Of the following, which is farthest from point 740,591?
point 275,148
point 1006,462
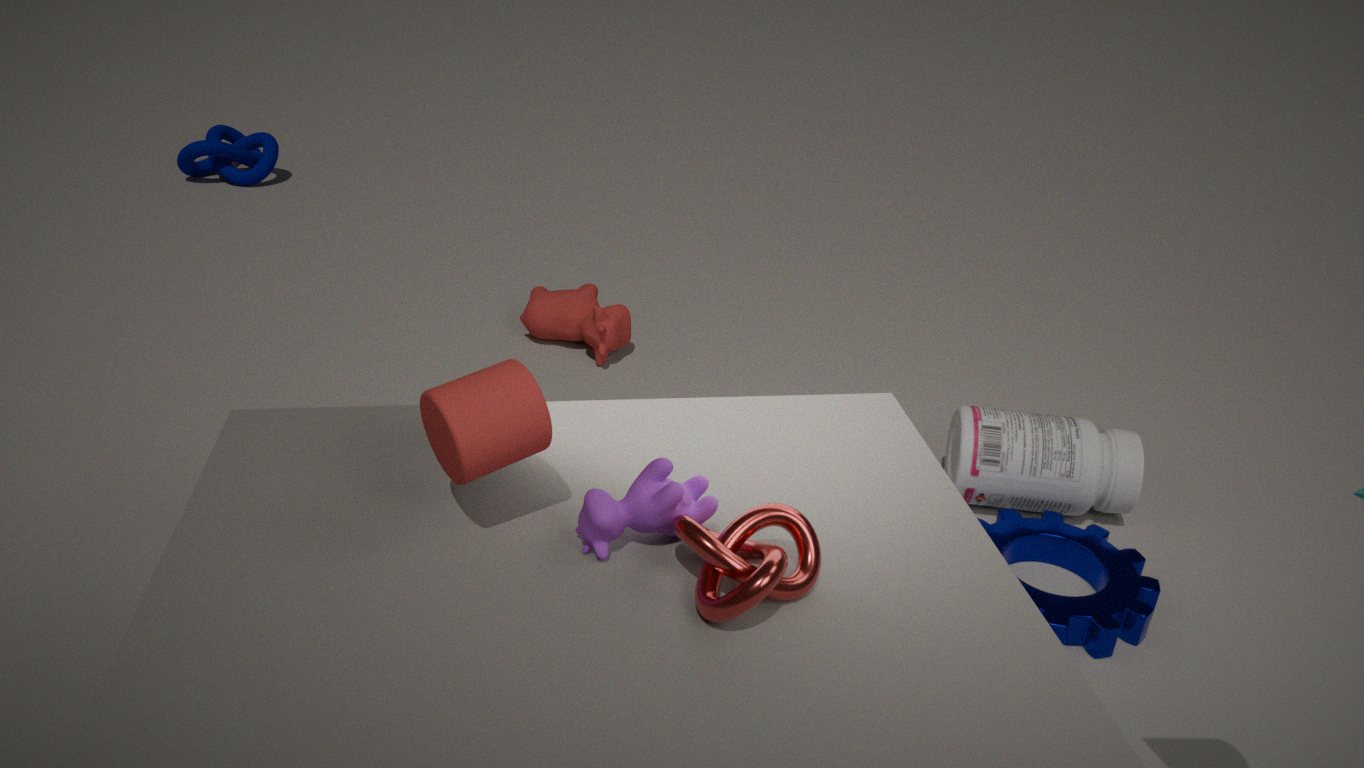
point 275,148
